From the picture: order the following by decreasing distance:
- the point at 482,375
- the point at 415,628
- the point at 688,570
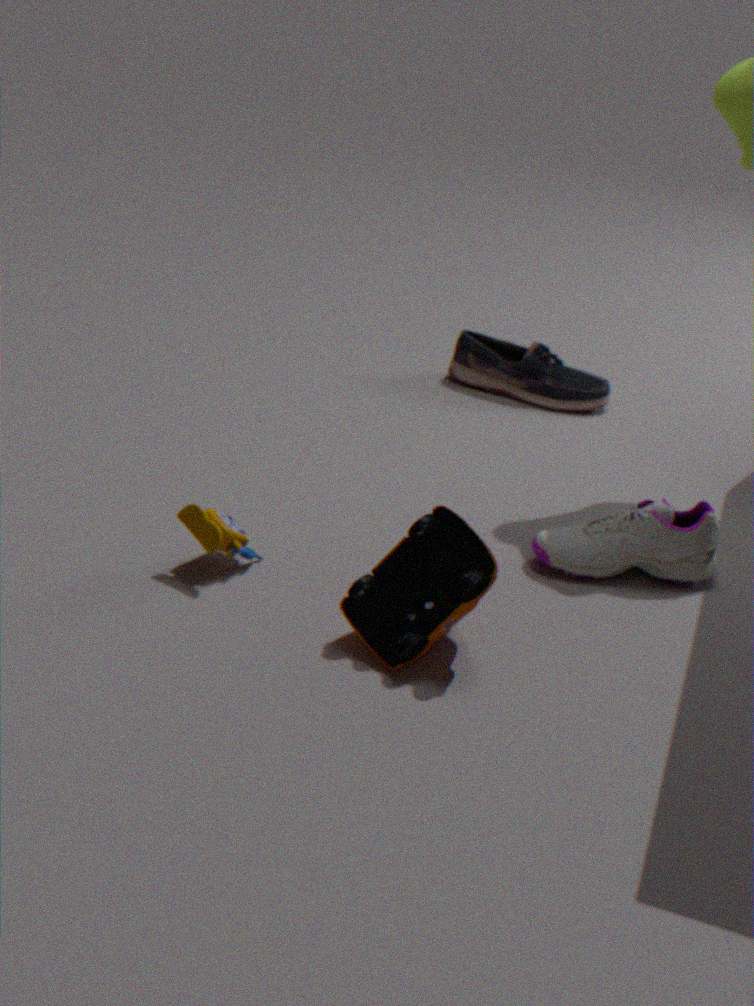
the point at 482,375 < the point at 688,570 < the point at 415,628
